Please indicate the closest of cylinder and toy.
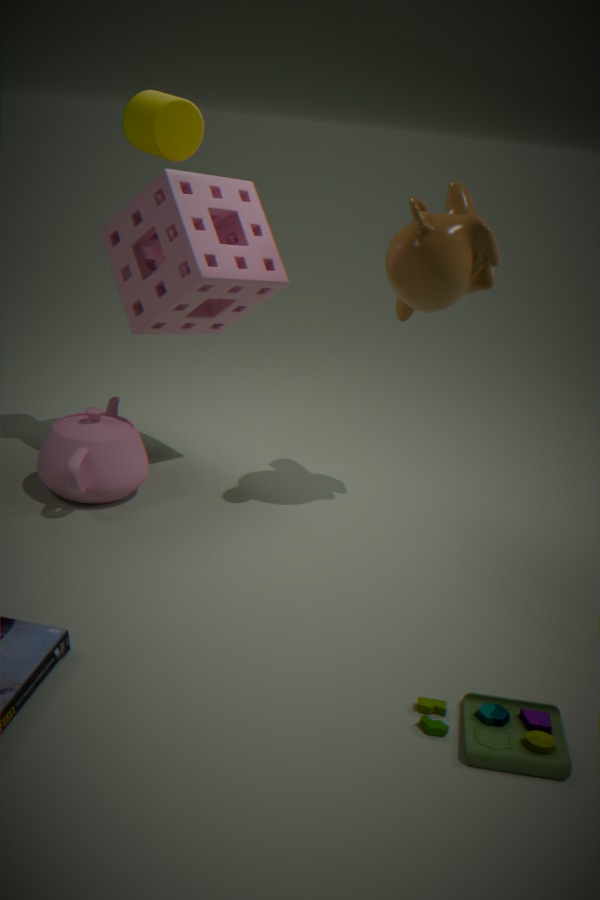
toy
